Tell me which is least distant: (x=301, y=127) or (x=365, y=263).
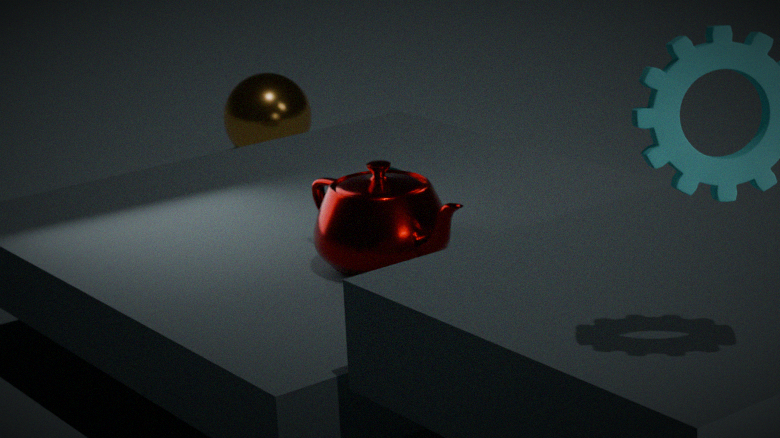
(x=365, y=263)
